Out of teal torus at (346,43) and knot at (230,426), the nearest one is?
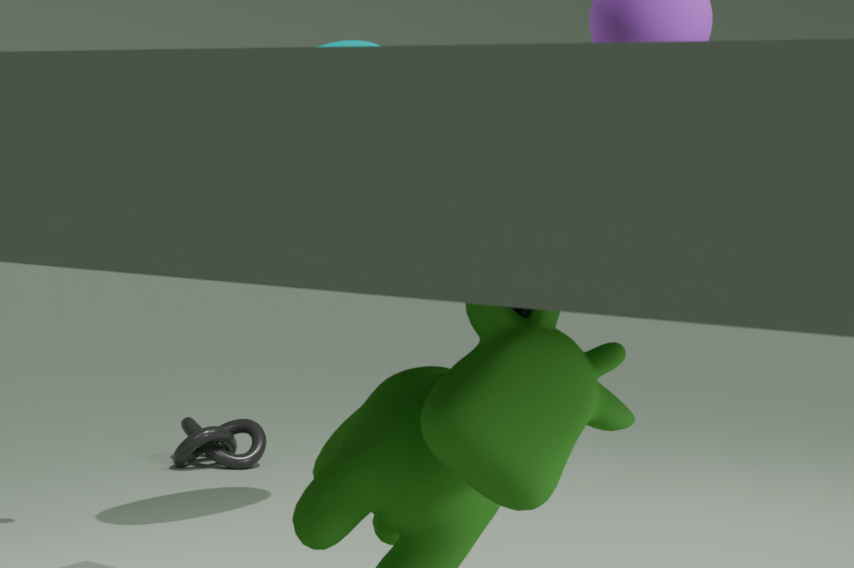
teal torus at (346,43)
